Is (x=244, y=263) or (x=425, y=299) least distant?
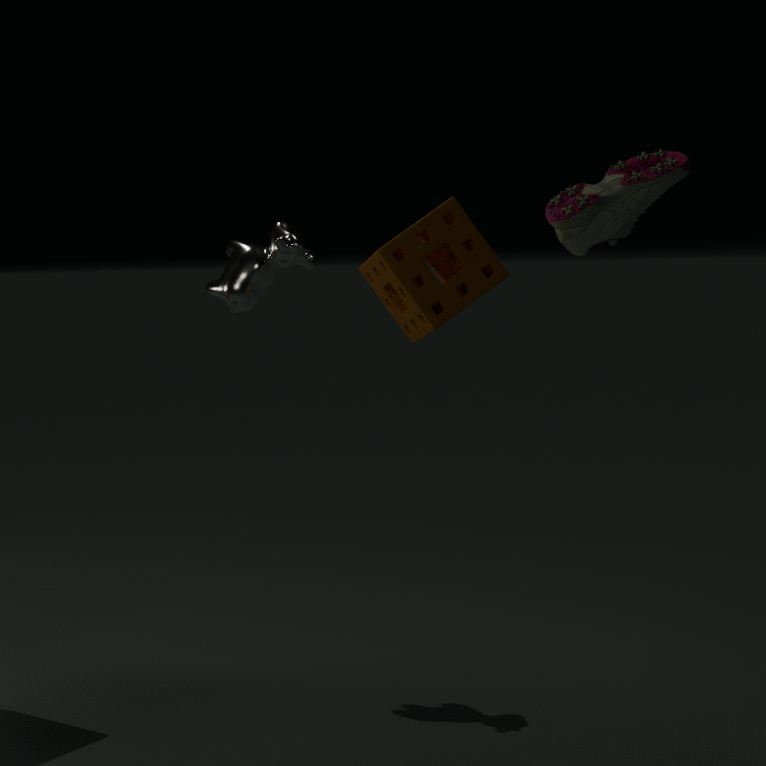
(x=425, y=299)
